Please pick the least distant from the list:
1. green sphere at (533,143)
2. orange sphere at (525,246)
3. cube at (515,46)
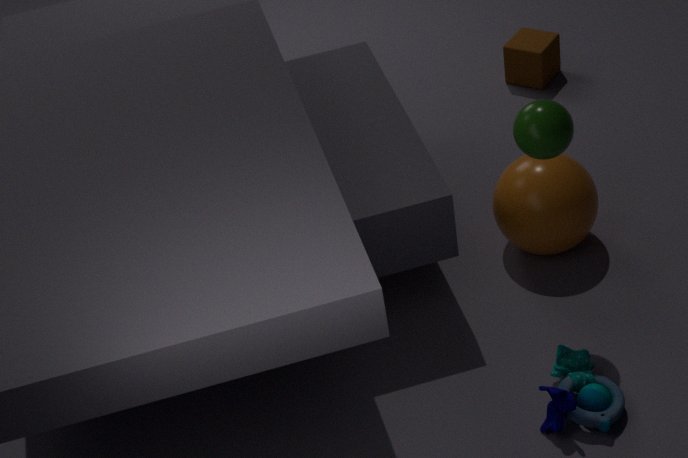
green sphere at (533,143)
